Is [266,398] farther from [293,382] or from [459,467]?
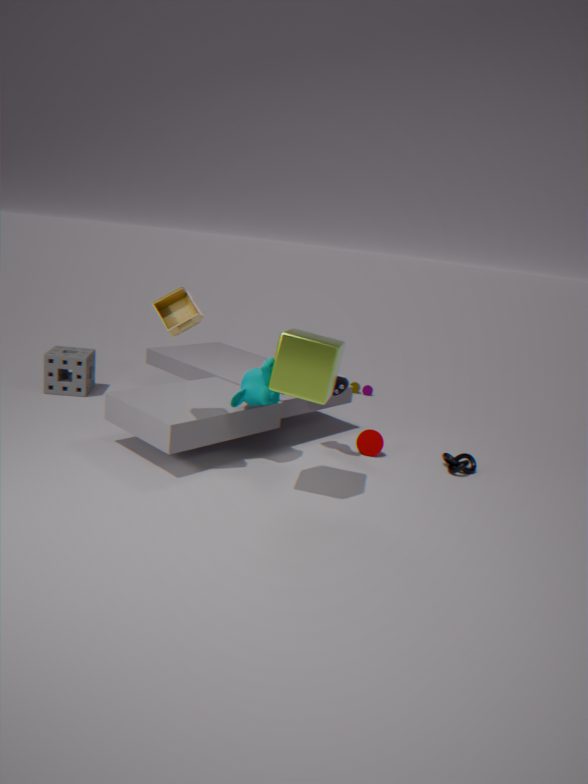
[459,467]
